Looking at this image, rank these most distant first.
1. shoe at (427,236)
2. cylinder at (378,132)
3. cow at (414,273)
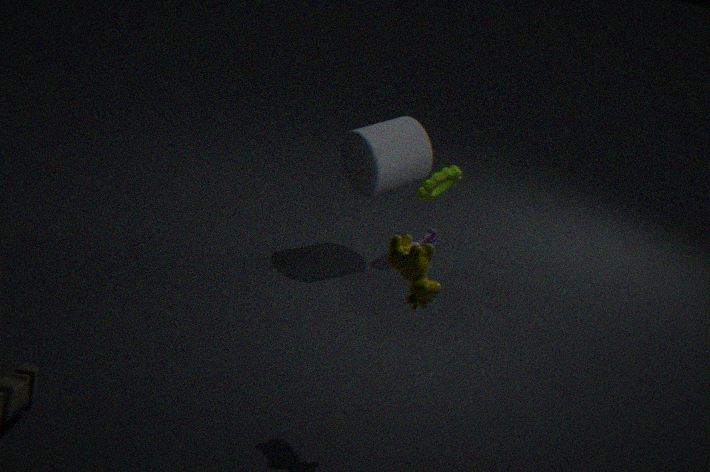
shoe at (427,236), cylinder at (378,132), cow at (414,273)
